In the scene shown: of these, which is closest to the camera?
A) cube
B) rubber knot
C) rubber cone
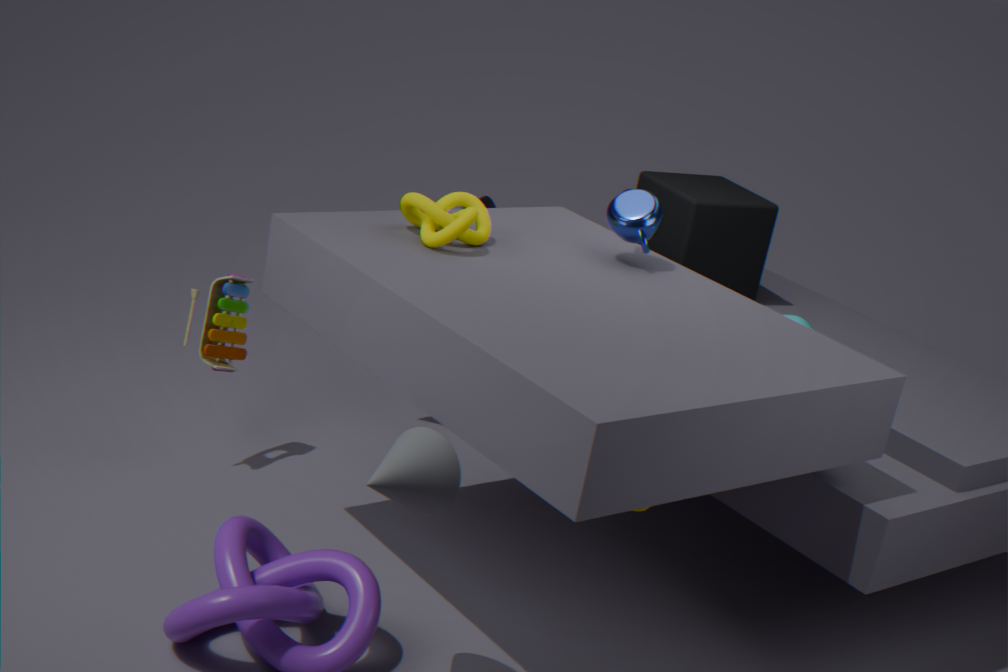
rubber cone
